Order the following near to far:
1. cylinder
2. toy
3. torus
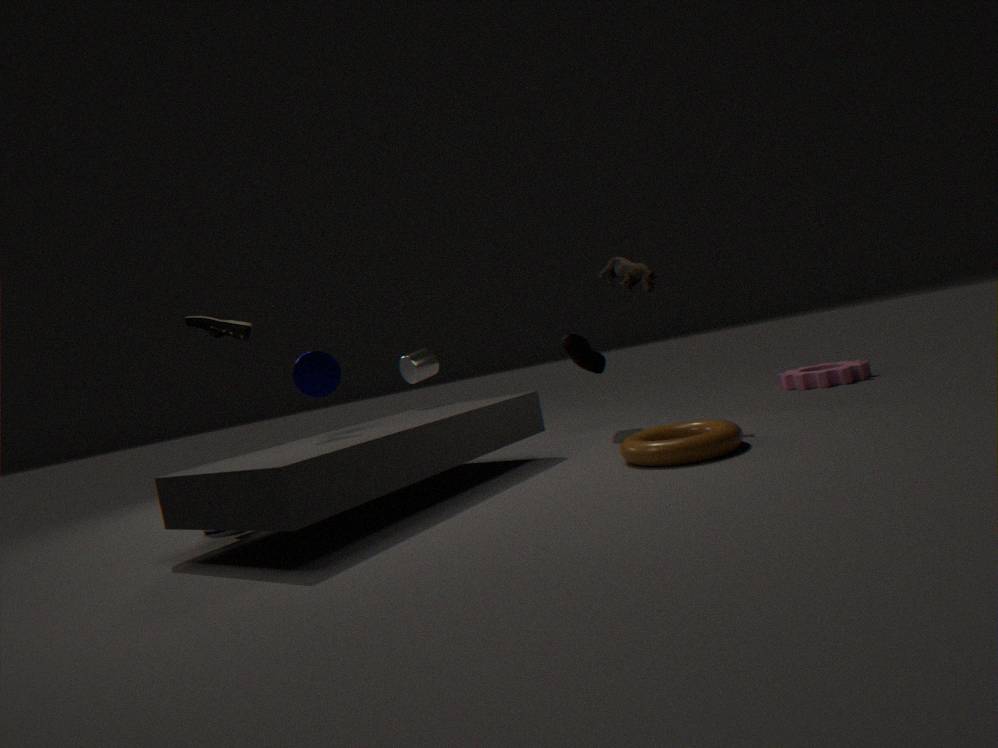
torus
toy
cylinder
